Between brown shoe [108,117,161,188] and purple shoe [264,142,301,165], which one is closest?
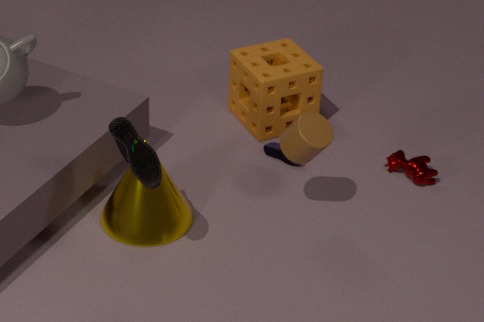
brown shoe [108,117,161,188]
